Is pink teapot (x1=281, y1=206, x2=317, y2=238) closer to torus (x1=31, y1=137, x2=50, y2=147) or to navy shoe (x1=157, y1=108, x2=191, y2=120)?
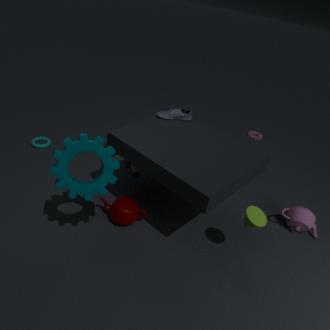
navy shoe (x1=157, y1=108, x2=191, y2=120)
